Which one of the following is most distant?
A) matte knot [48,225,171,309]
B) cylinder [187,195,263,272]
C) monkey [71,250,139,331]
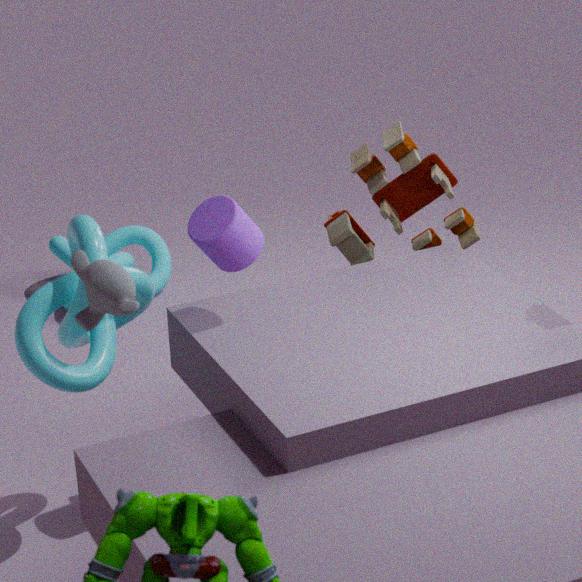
matte knot [48,225,171,309]
